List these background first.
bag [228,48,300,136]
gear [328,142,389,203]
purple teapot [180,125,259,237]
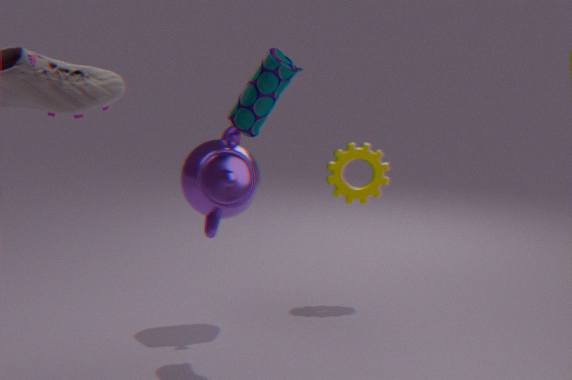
gear [328,142,389,203] < purple teapot [180,125,259,237] < bag [228,48,300,136]
